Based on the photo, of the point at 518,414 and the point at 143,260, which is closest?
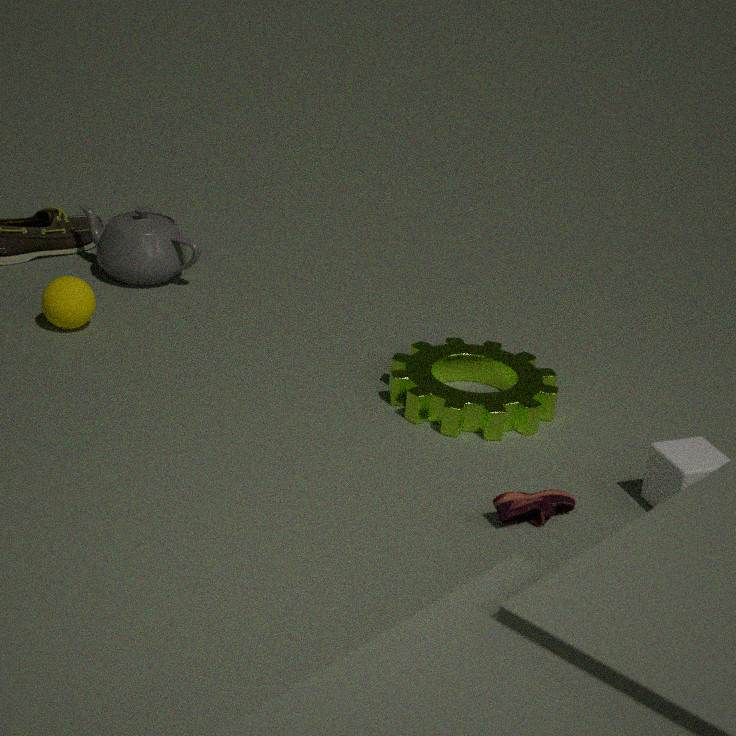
the point at 518,414
